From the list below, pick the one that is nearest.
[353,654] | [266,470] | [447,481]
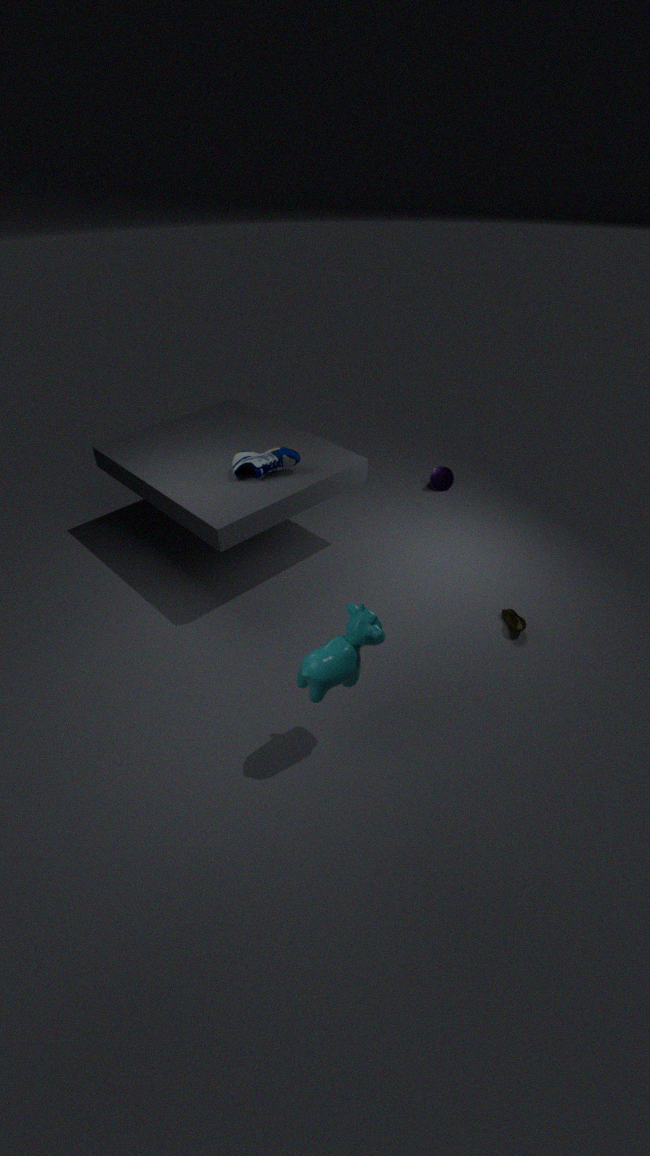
[353,654]
